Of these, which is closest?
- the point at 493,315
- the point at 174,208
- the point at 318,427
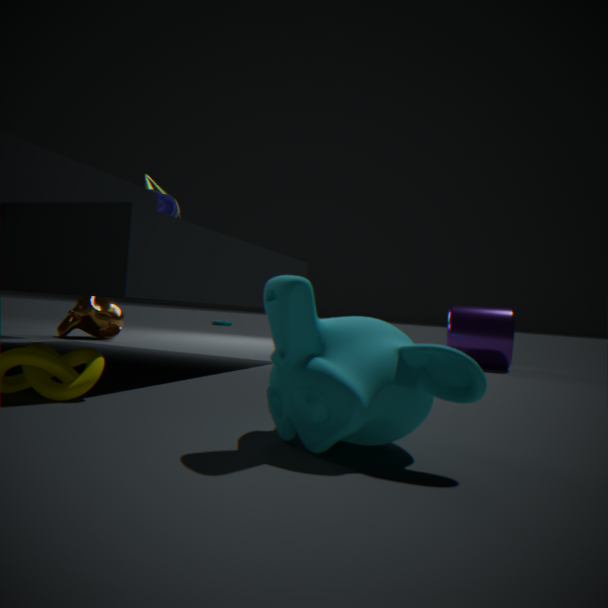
the point at 318,427
